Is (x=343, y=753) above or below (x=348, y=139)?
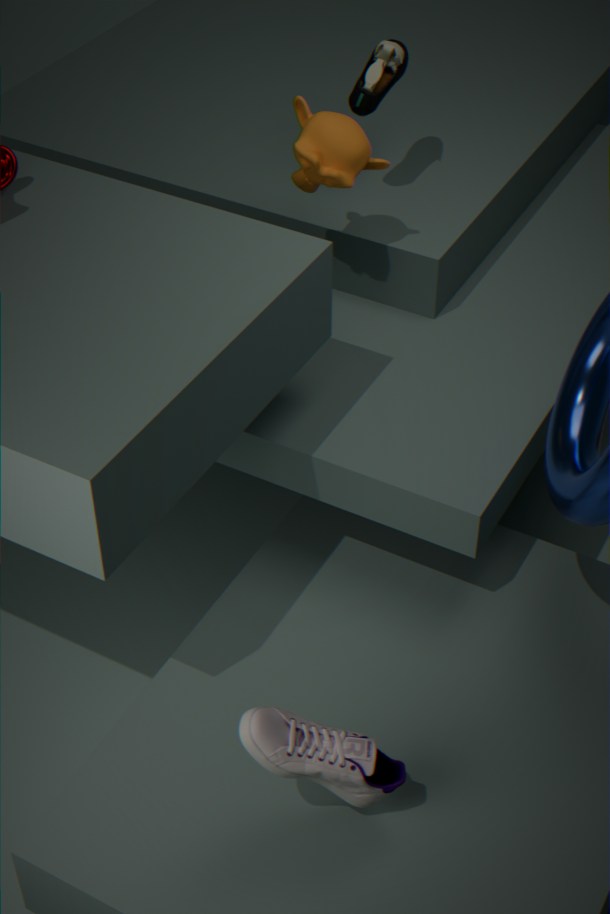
below
